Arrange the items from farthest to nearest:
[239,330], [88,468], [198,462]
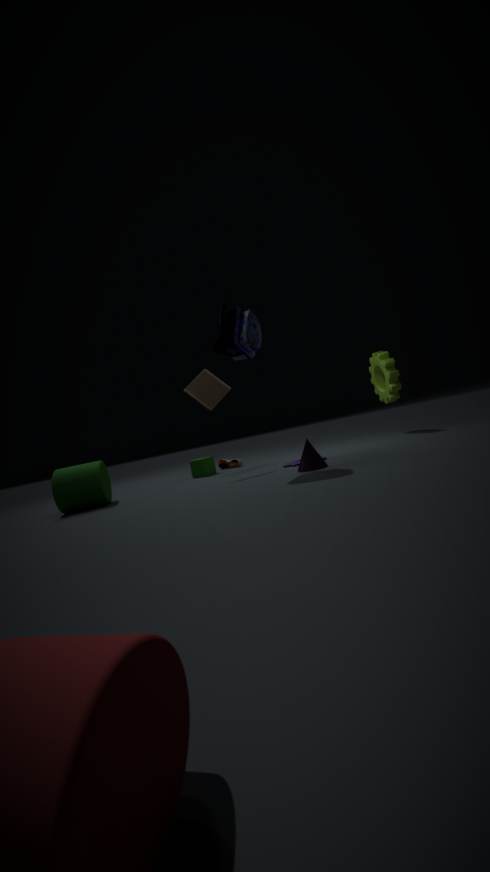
[198,462] → [88,468] → [239,330]
